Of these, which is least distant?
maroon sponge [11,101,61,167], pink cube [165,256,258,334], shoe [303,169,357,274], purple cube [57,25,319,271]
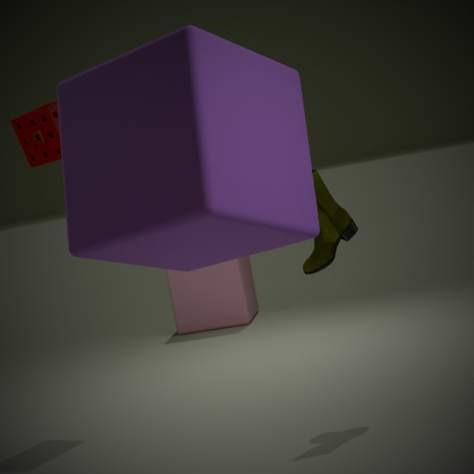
purple cube [57,25,319,271]
